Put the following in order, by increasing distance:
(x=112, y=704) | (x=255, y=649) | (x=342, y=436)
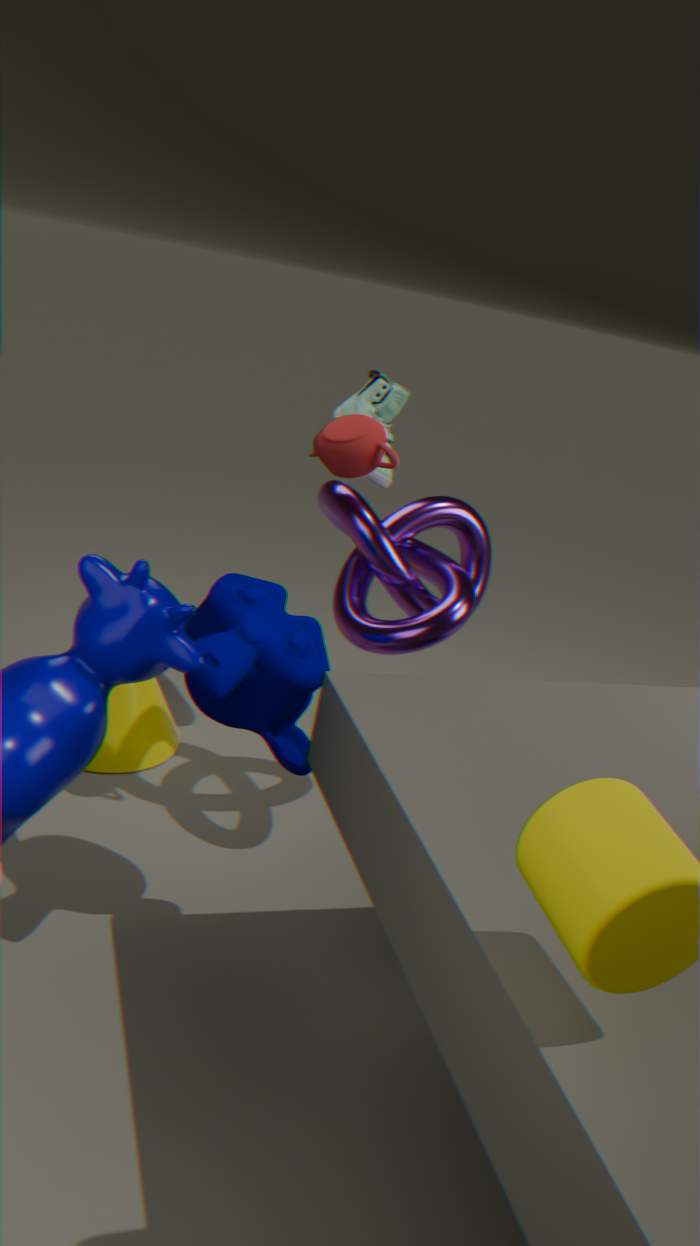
(x=255, y=649), (x=342, y=436), (x=112, y=704)
